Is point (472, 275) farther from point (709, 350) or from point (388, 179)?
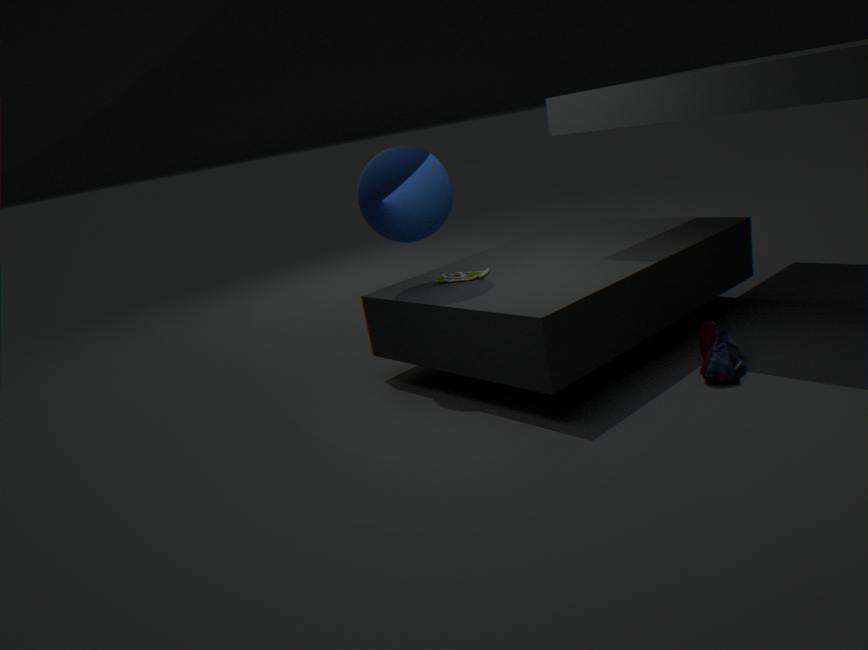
point (709, 350)
